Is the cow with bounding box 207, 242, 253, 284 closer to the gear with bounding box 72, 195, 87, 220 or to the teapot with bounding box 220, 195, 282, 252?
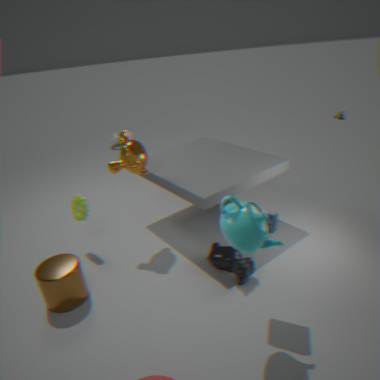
the teapot with bounding box 220, 195, 282, 252
